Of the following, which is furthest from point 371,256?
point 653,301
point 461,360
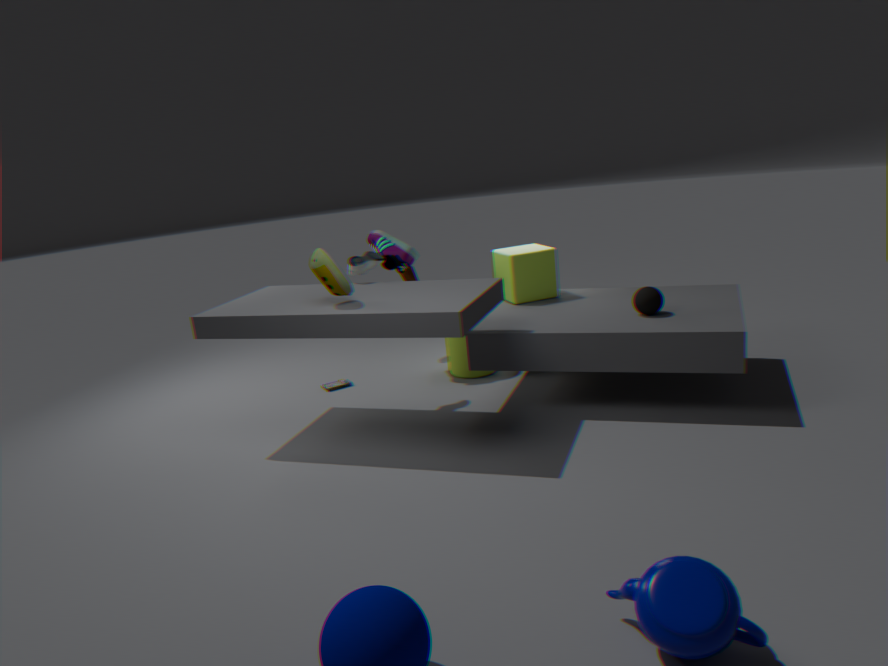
point 653,301
